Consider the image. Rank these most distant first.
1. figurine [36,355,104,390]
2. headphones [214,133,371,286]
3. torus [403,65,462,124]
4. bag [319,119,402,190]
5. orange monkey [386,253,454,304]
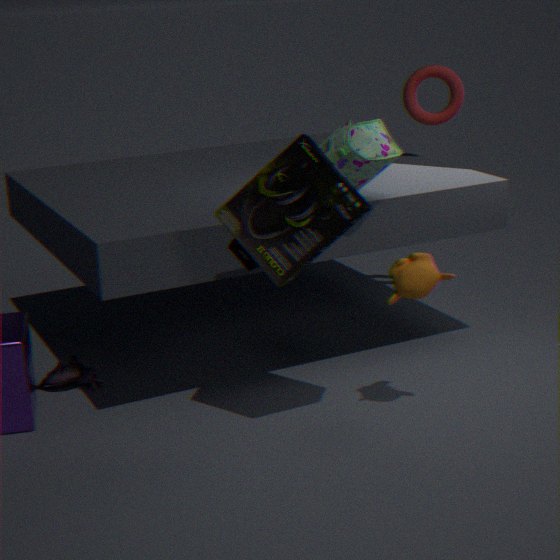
torus [403,65,462,124] → figurine [36,355,104,390] → bag [319,119,402,190] → orange monkey [386,253,454,304] → headphones [214,133,371,286]
